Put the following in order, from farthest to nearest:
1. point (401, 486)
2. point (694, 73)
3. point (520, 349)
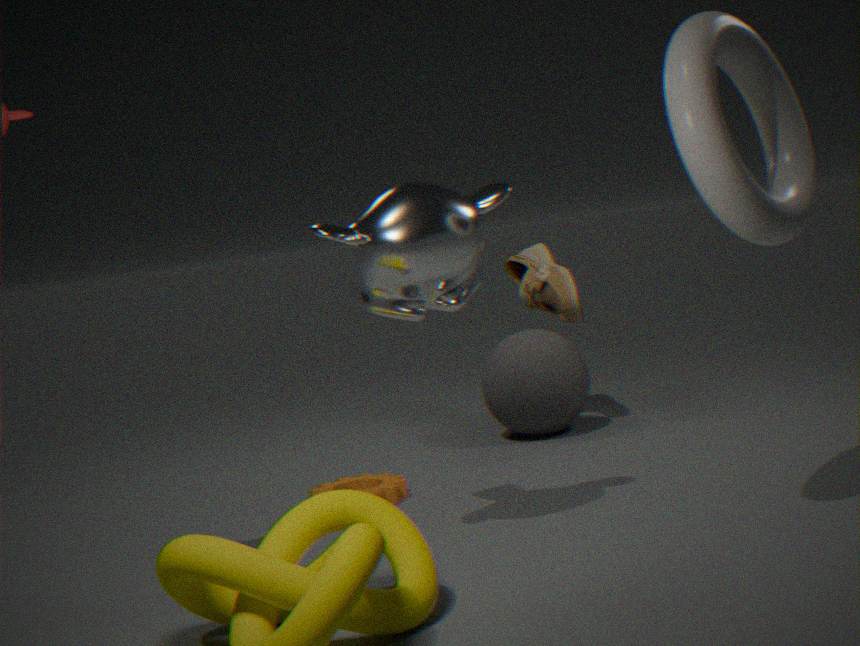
point (520, 349) < point (401, 486) < point (694, 73)
